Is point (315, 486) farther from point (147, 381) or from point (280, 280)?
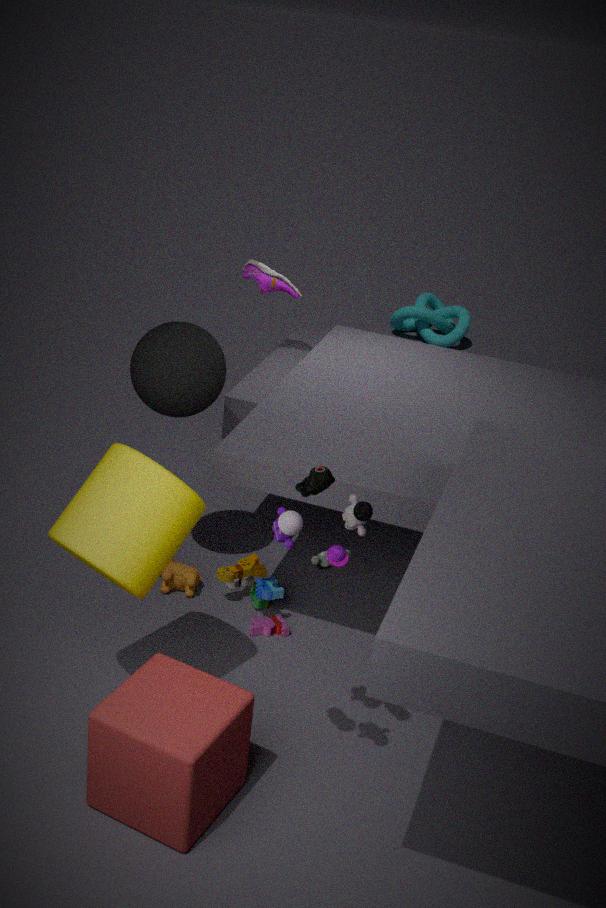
point (280, 280)
